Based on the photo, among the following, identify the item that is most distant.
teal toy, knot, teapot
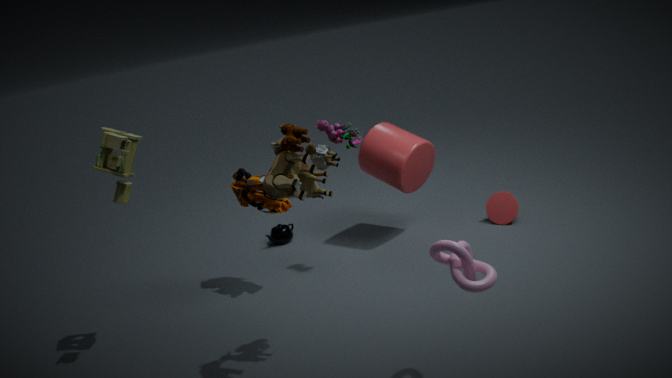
teapot
